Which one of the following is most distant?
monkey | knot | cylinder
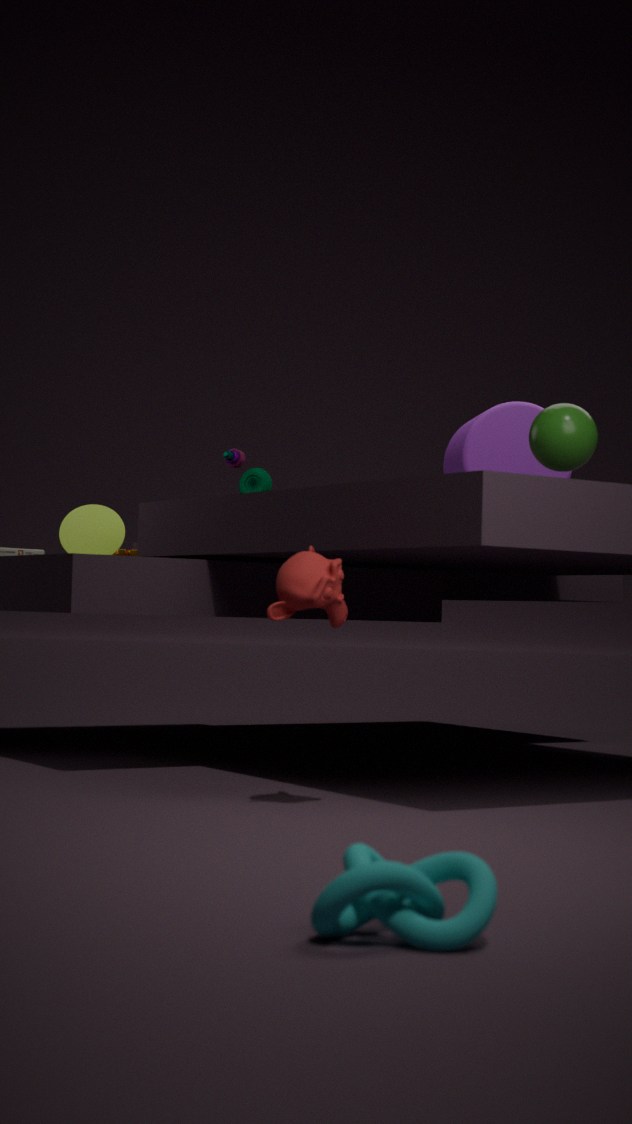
cylinder
